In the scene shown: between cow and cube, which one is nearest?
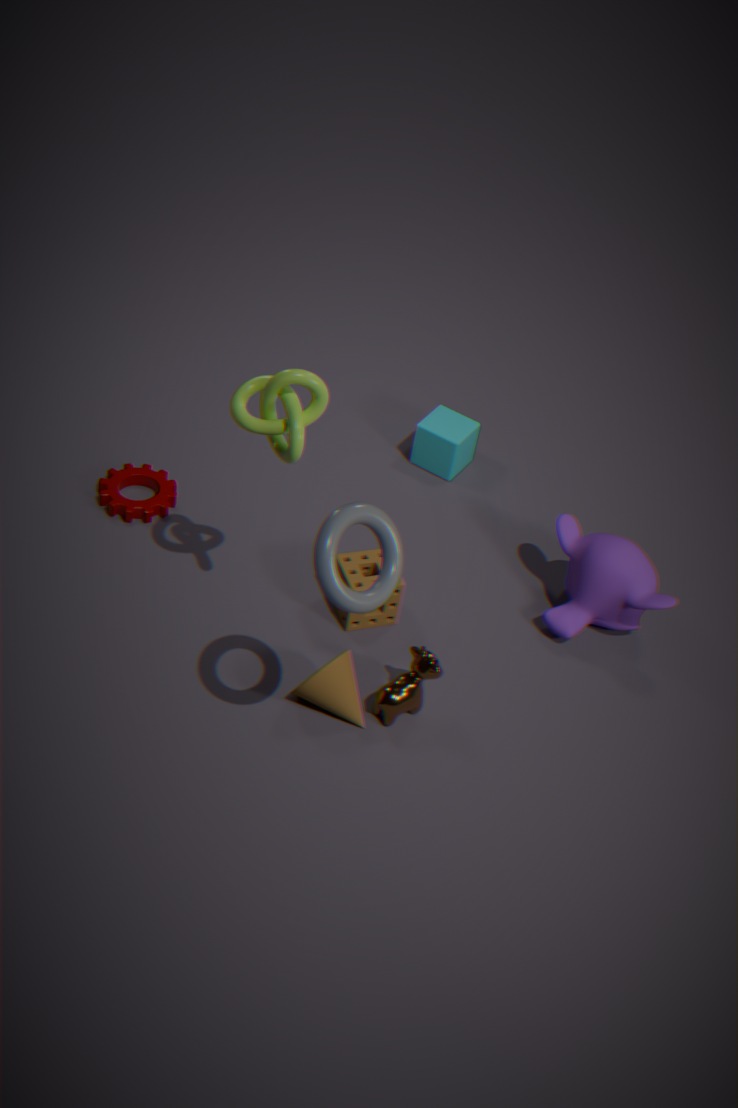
cow
